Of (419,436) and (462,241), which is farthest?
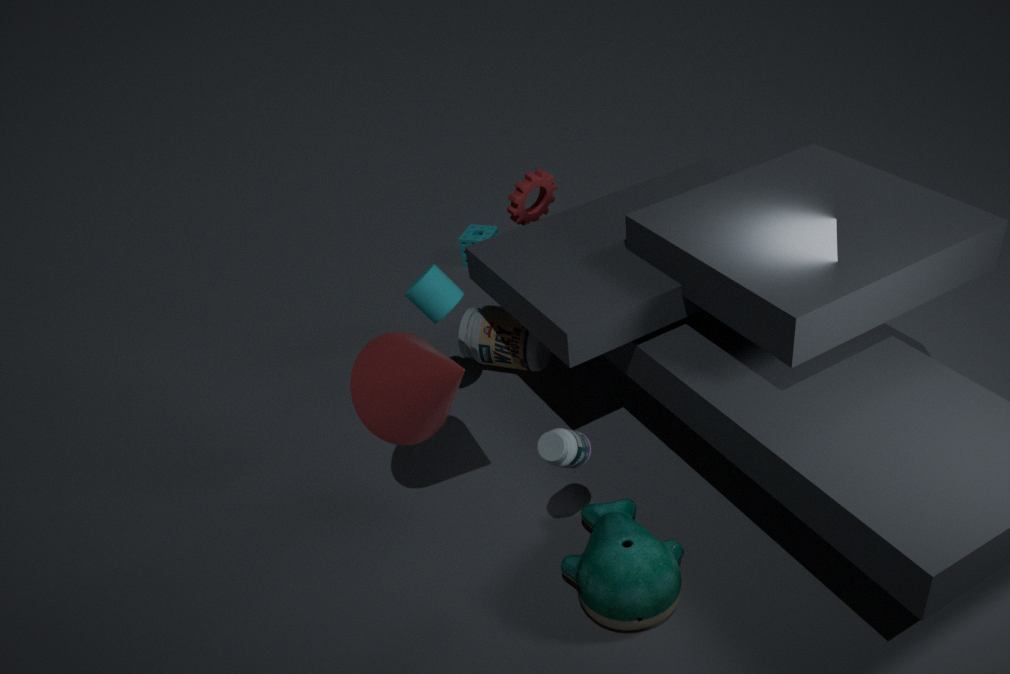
(462,241)
